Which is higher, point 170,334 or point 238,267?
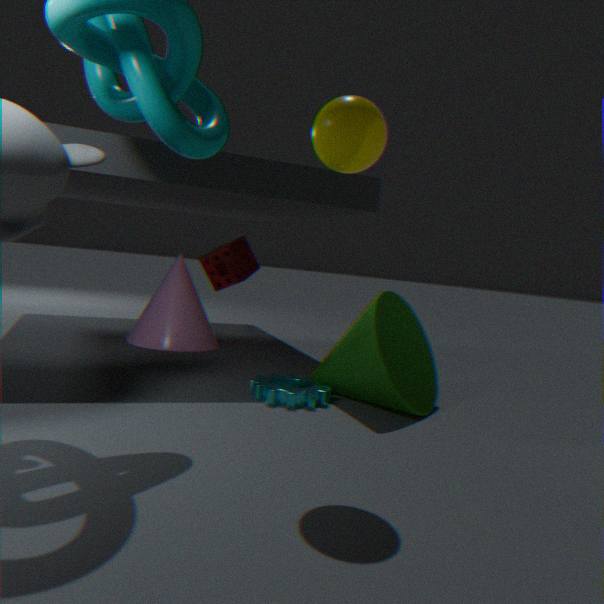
point 238,267
